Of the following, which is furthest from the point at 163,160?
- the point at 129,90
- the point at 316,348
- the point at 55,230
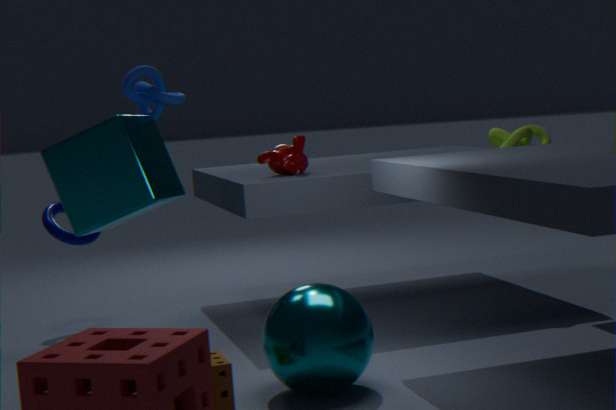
the point at 316,348
